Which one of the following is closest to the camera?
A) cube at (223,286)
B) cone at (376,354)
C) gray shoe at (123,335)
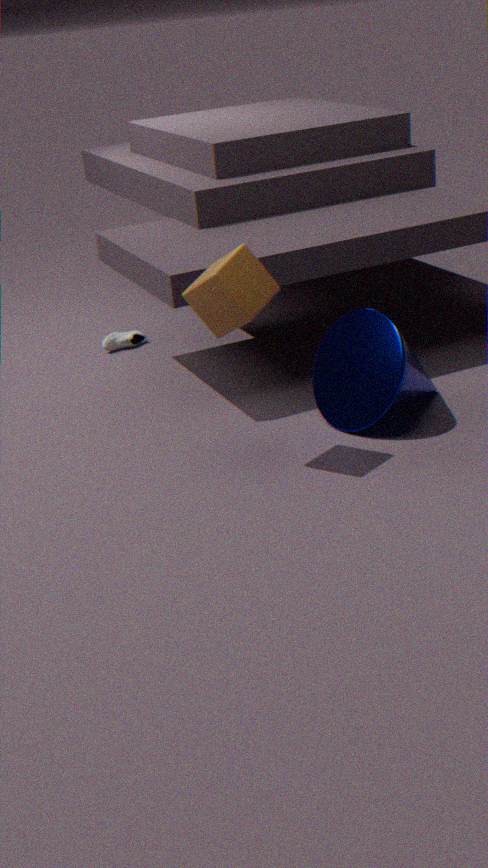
cube at (223,286)
